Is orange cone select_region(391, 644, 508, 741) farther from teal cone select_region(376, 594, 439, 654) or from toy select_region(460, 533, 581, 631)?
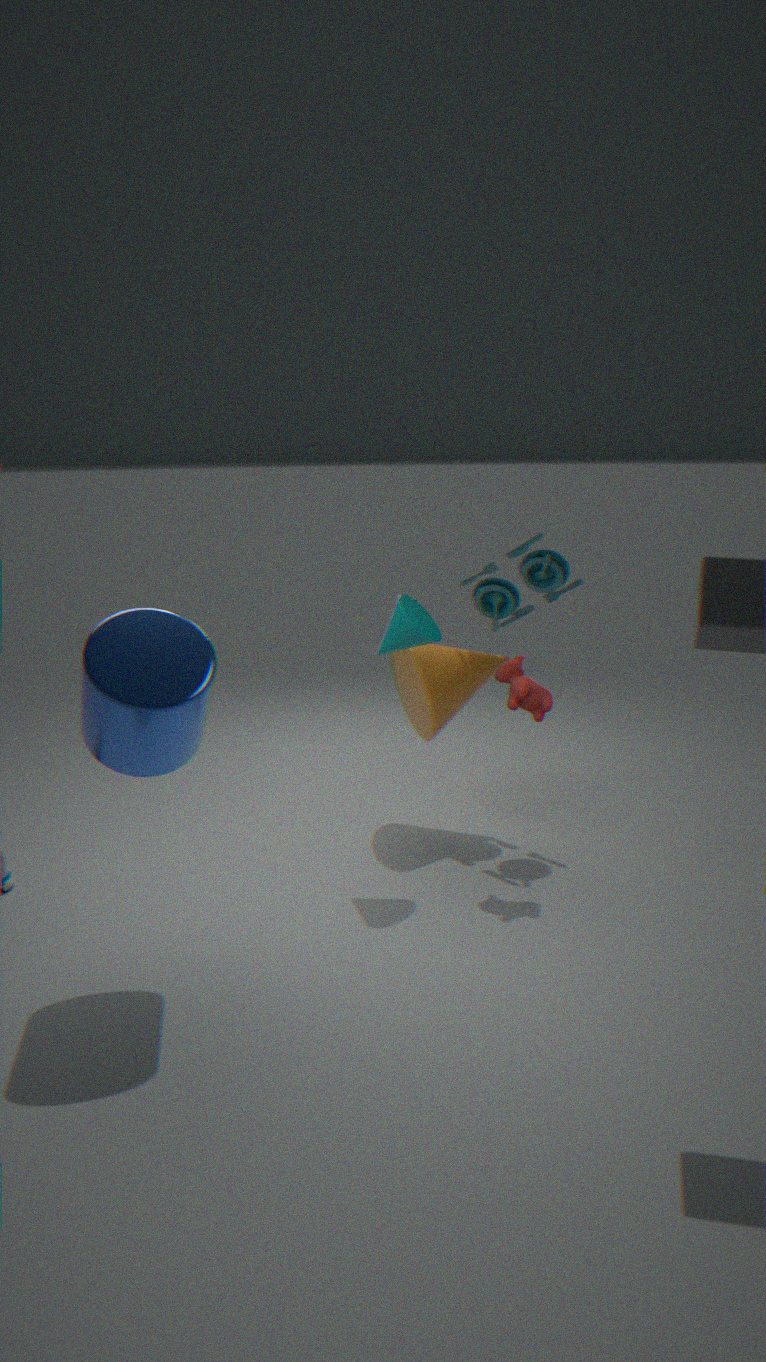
teal cone select_region(376, 594, 439, 654)
